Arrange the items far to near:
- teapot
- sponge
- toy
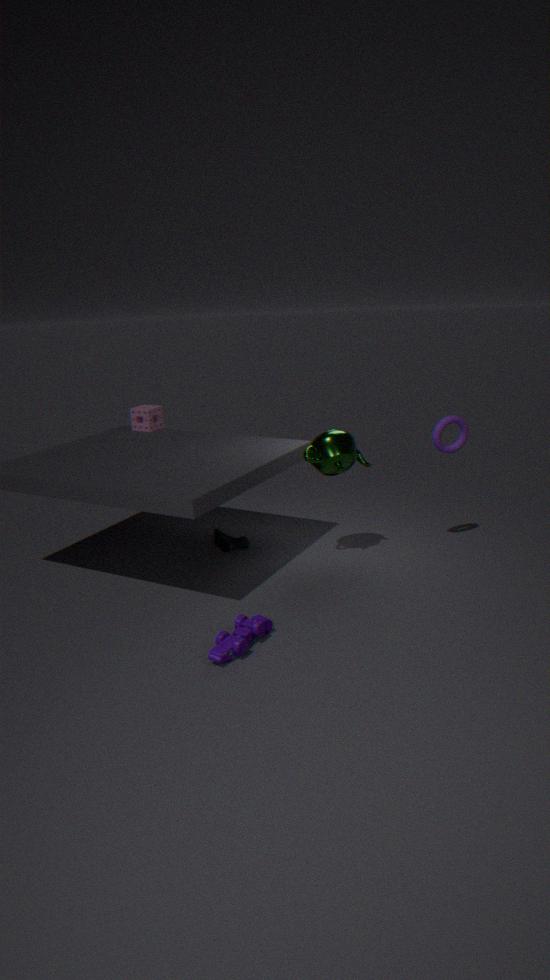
sponge → teapot → toy
